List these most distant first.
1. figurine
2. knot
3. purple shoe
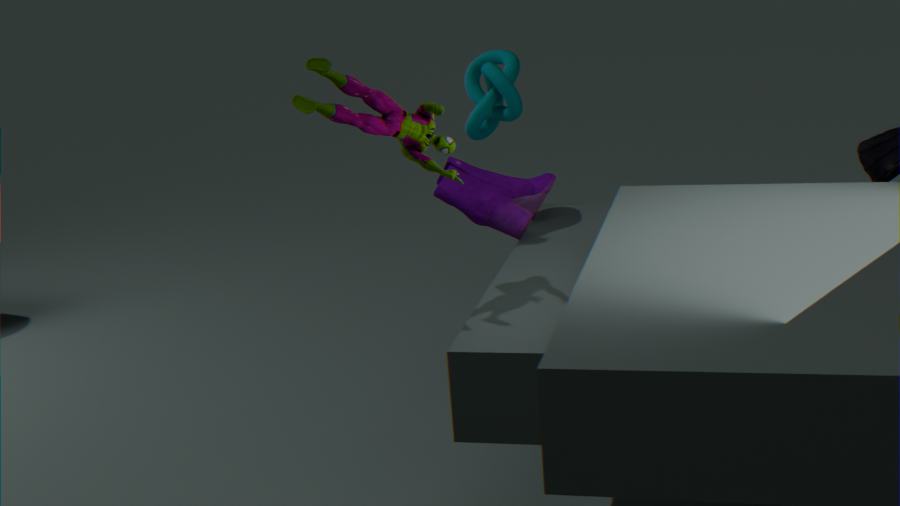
knot → purple shoe → figurine
